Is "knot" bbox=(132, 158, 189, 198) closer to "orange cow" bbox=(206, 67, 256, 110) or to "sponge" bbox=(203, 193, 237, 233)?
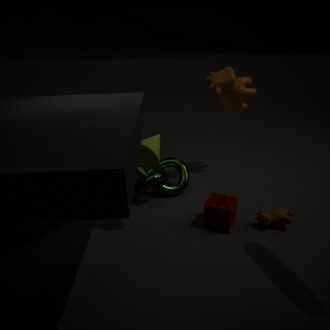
"sponge" bbox=(203, 193, 237, 233)
